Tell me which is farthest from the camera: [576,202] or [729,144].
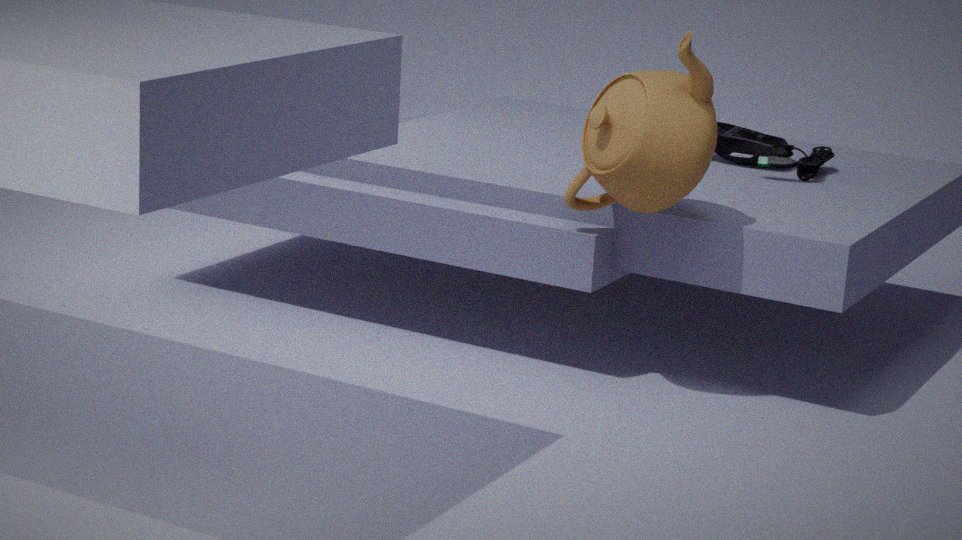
[729,144]
